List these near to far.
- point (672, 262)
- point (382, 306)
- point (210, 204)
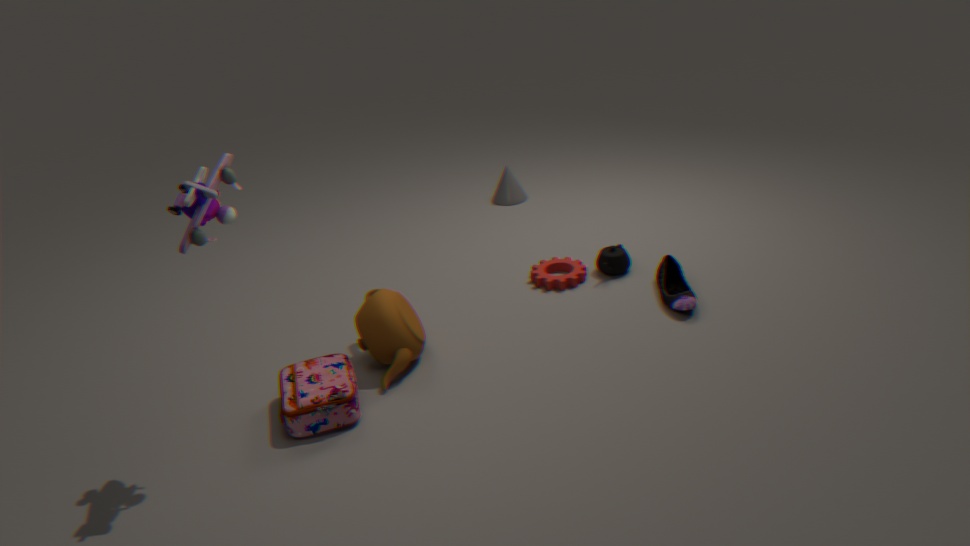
point (210, 204) → point (382, 306) → point (672, 262)
